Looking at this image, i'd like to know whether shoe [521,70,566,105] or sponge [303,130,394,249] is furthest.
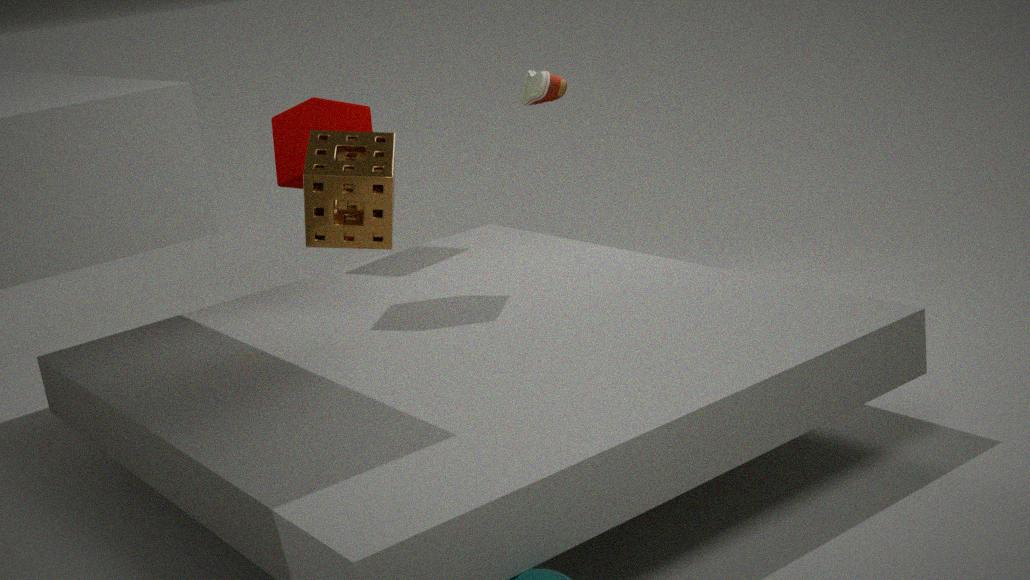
shoe [521,70,566,105]
